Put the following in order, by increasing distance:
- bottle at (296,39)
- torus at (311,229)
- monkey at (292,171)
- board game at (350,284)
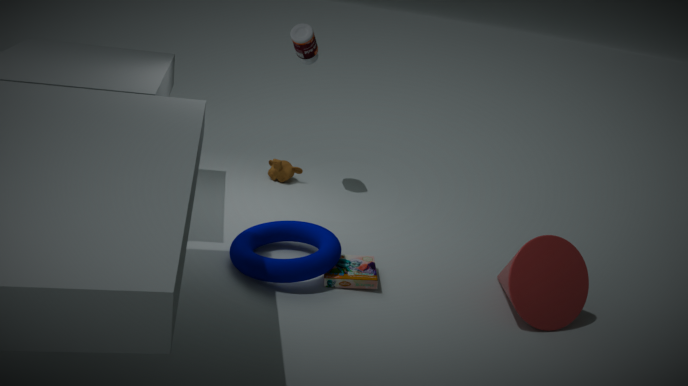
torus at (311,229)
board game at (350,284)
bottle at (296,39)
monkey at (292,171)
